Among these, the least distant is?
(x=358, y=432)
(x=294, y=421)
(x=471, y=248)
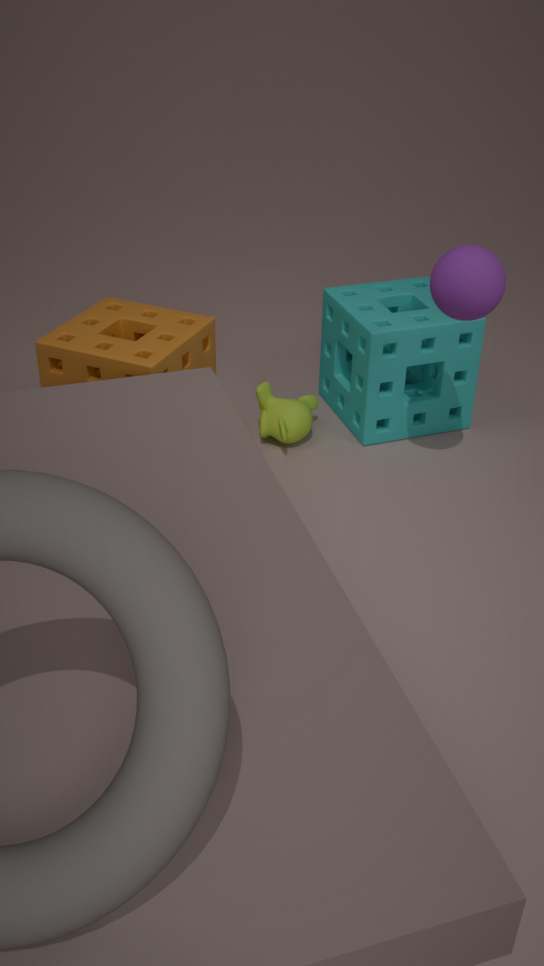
(x=471, y=248)
